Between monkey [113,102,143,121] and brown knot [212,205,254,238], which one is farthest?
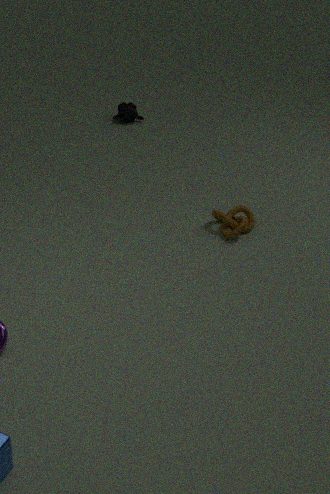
monkey [113,102,143,121]
